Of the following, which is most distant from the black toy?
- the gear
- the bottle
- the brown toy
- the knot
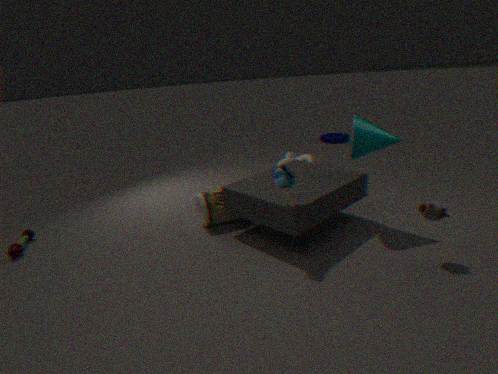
the gear
